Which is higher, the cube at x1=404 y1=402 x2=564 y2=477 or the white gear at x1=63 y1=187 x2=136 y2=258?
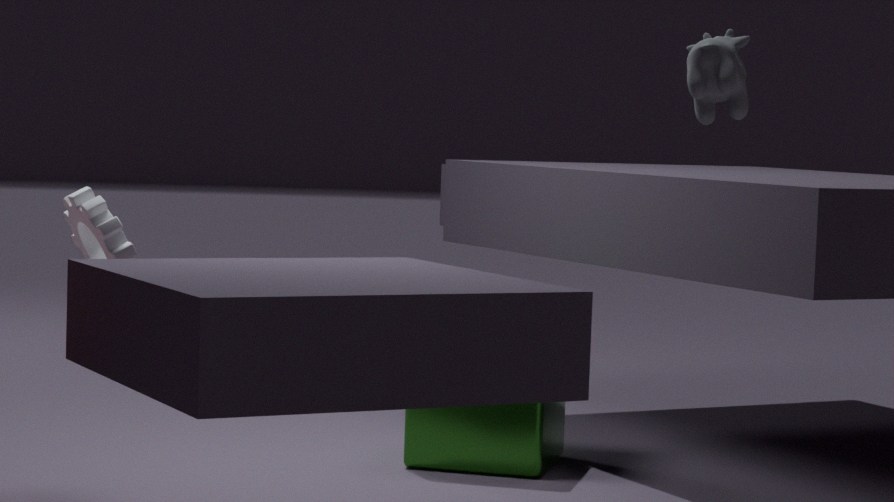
the white gear at x1=63 y1=187 x2=136 y2=258
